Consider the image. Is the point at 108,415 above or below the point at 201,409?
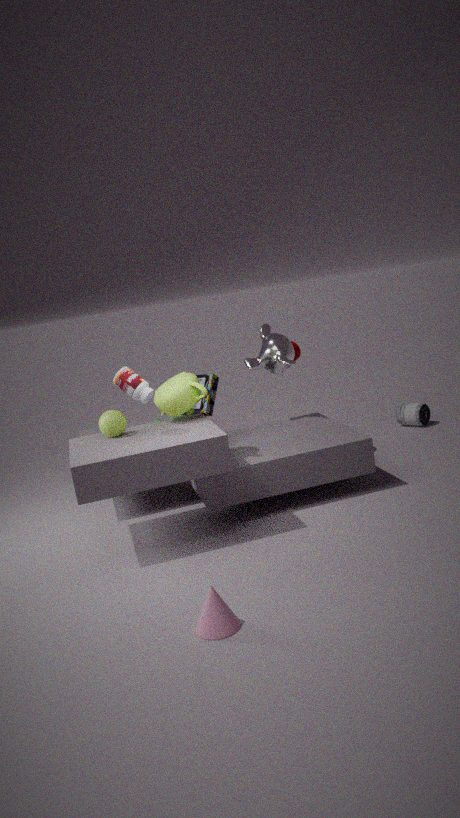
above
